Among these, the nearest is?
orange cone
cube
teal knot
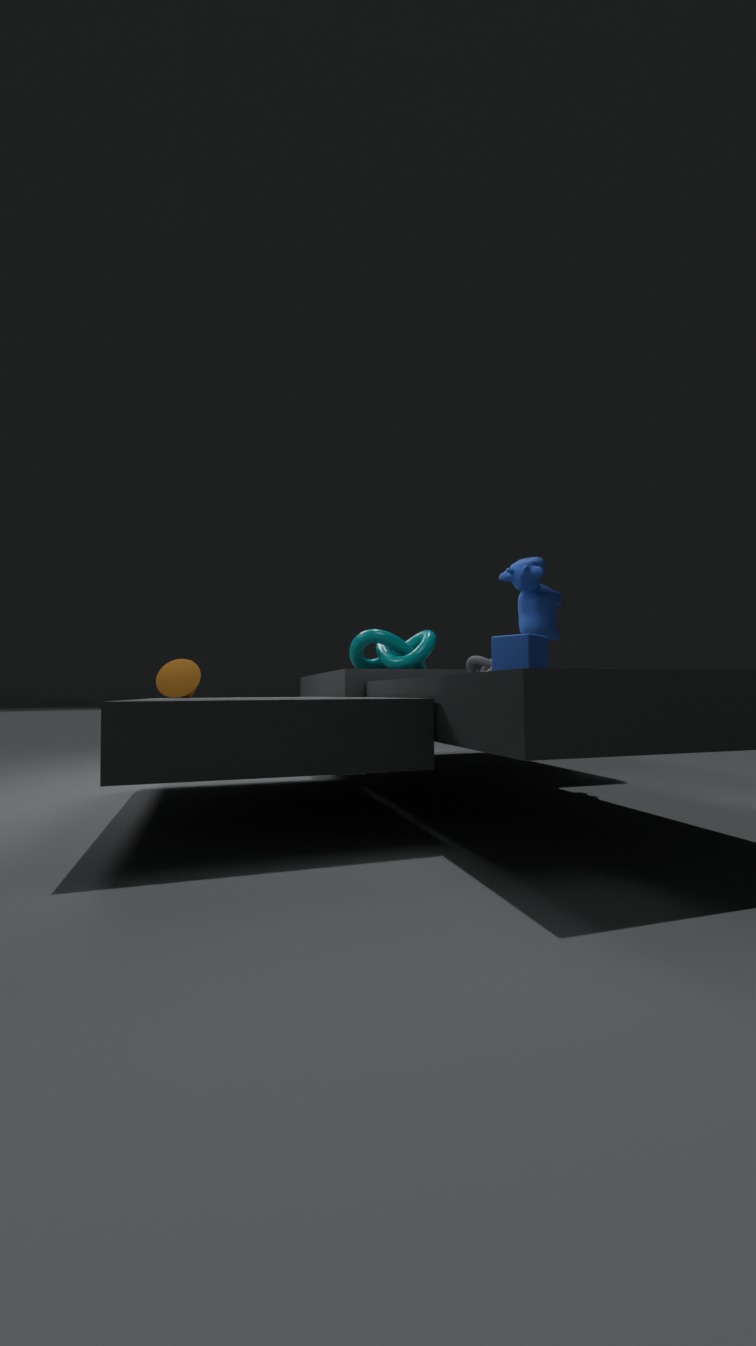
cube
